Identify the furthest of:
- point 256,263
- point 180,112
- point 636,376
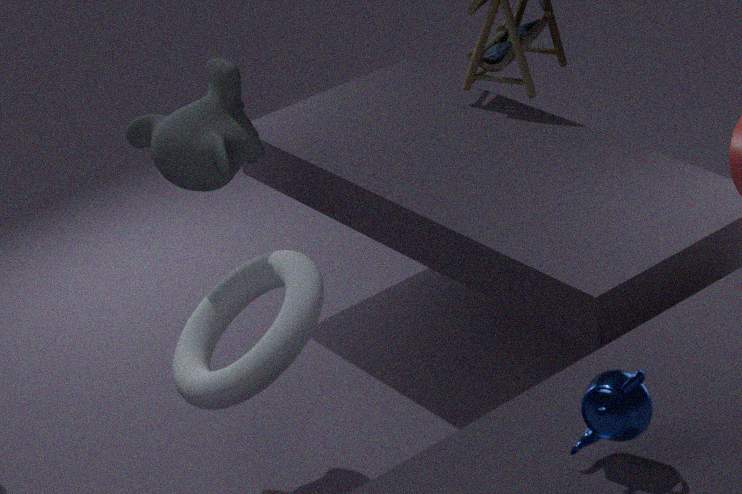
point 180,112
